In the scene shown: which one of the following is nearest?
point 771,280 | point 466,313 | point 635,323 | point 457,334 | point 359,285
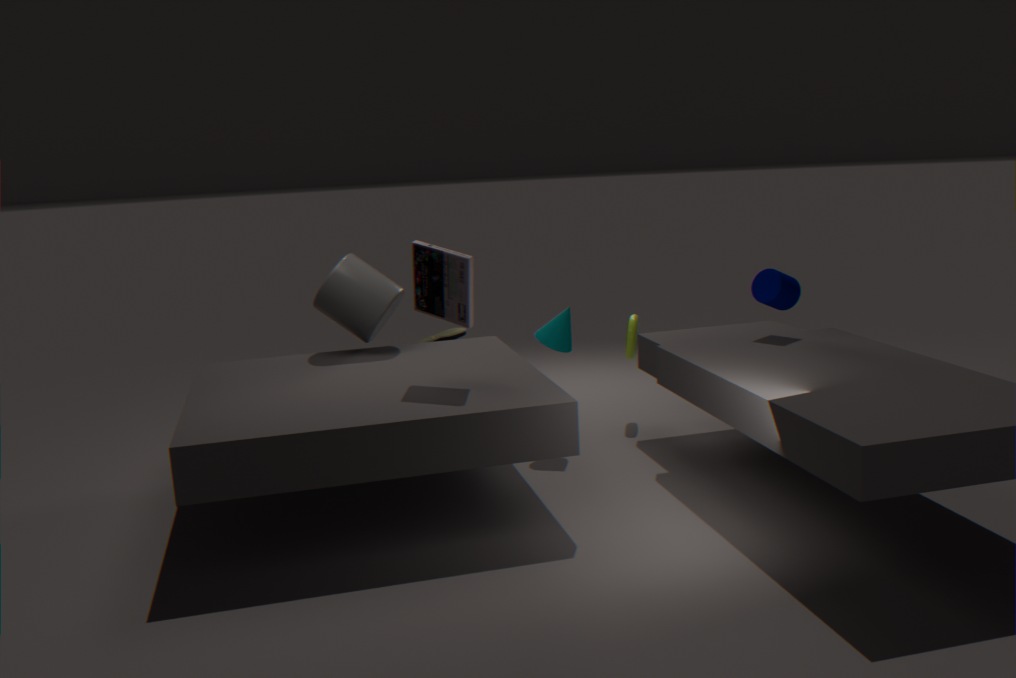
point 466,313
